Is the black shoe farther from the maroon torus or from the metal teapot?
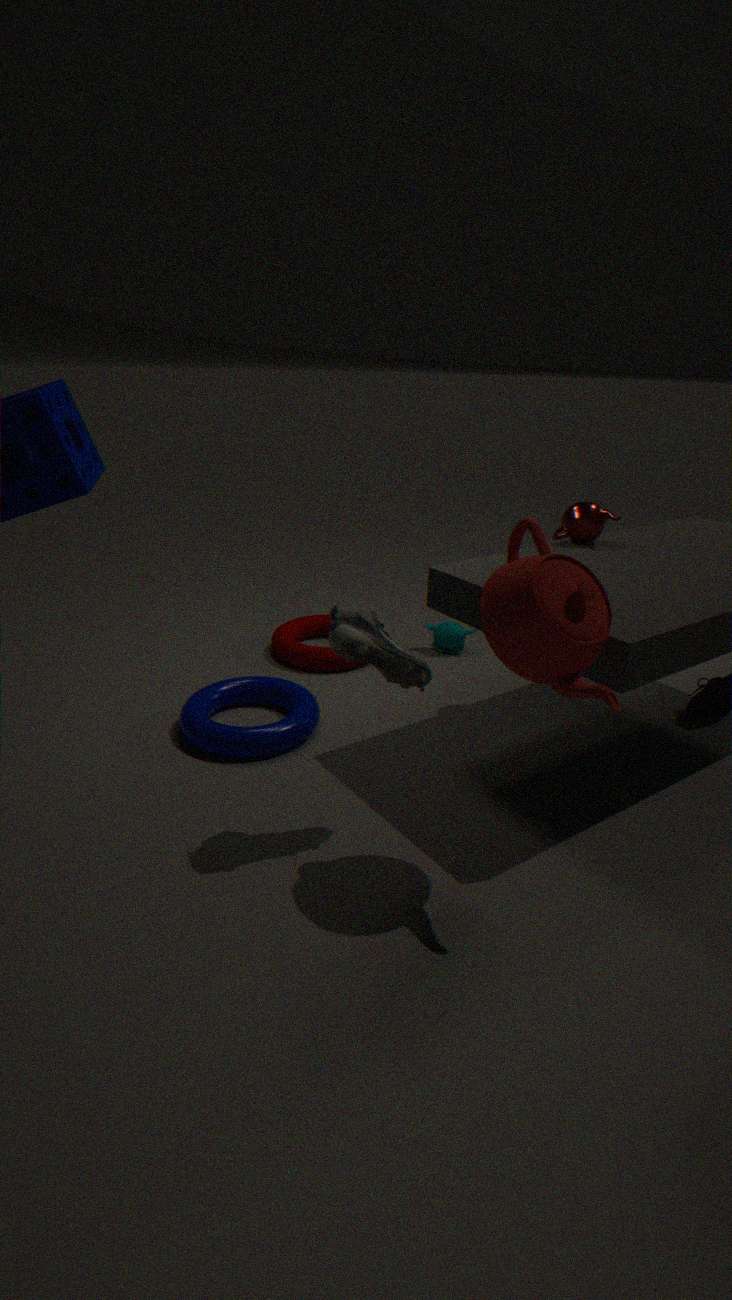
the maroon torus
